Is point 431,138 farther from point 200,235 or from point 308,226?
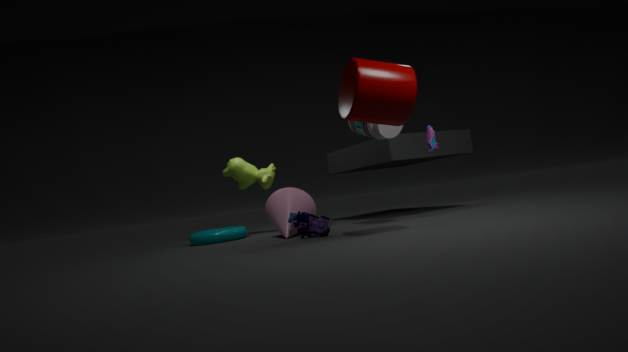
point 200,235
